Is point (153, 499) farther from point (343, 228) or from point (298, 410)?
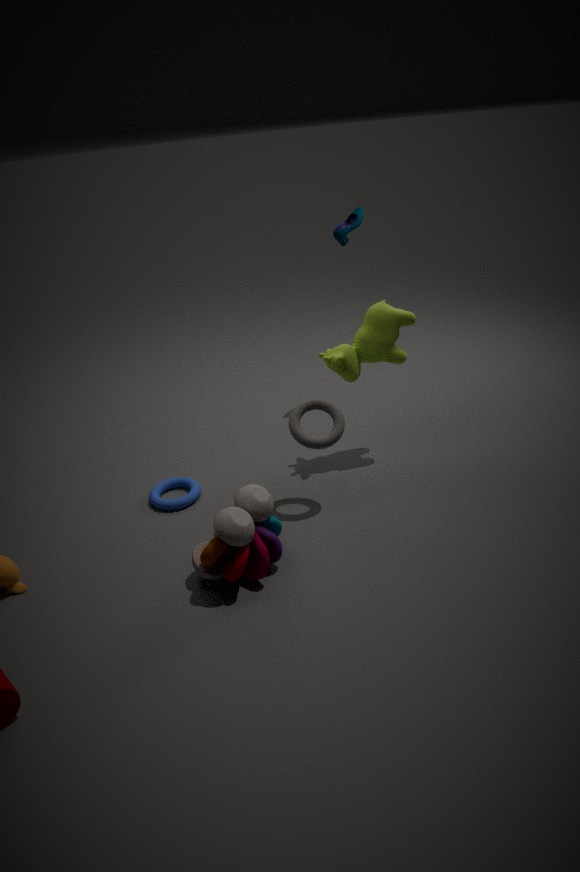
point (343, 228)
